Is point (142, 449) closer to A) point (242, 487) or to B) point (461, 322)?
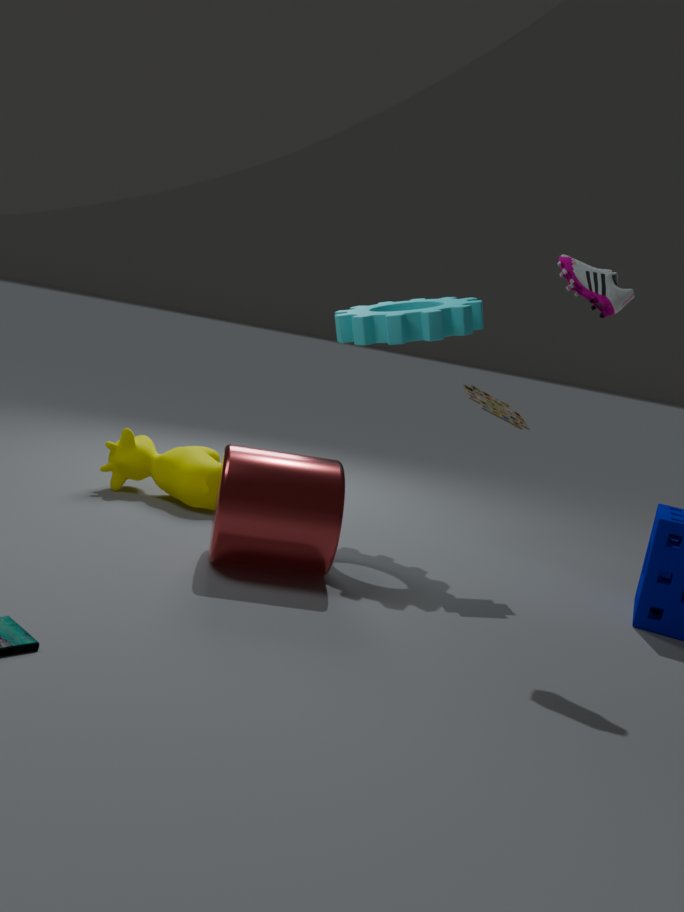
A) point (242, 487)
